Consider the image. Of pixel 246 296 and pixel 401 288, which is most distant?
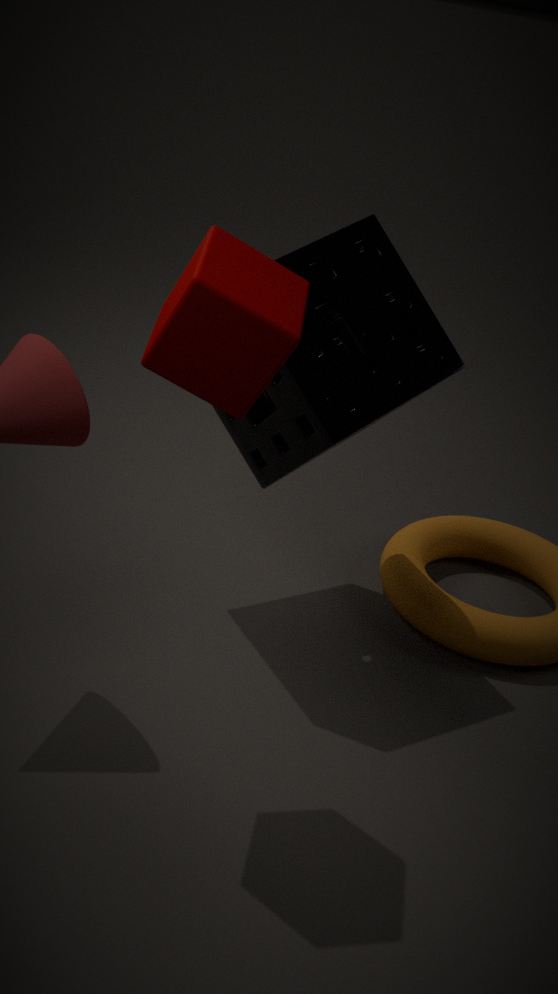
pixel 401 288
